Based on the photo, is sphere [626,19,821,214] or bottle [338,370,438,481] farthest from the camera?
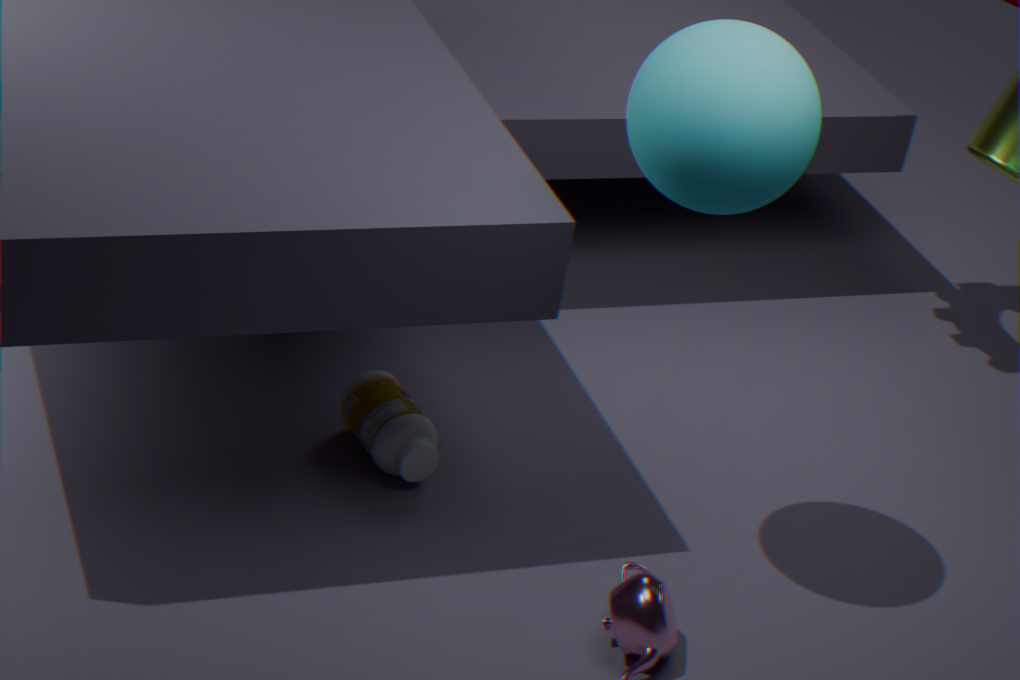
bottle [338,370,438,481]
